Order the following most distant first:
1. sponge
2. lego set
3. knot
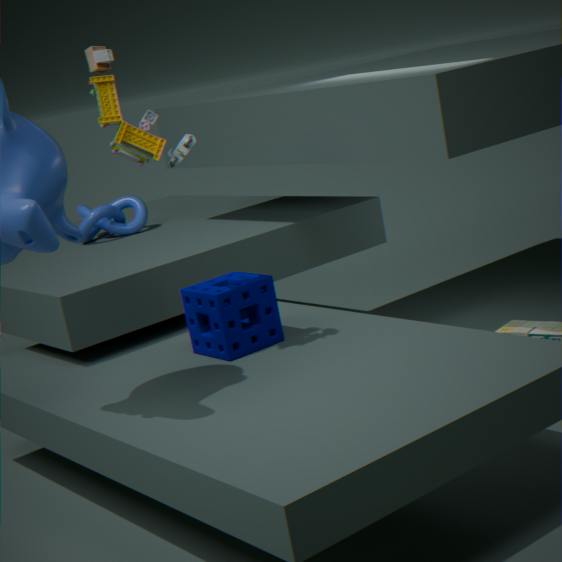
knot
sponge
lego set
